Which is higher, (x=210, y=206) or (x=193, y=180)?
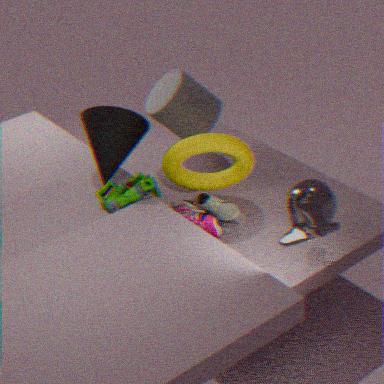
(x=193, y=180)
